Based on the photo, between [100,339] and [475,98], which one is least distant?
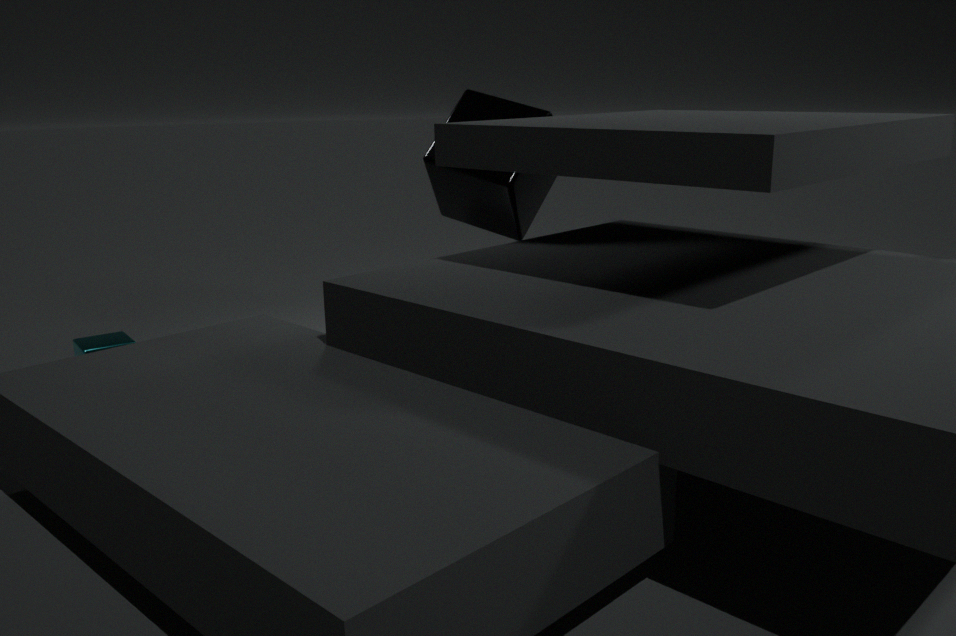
[100,339]
